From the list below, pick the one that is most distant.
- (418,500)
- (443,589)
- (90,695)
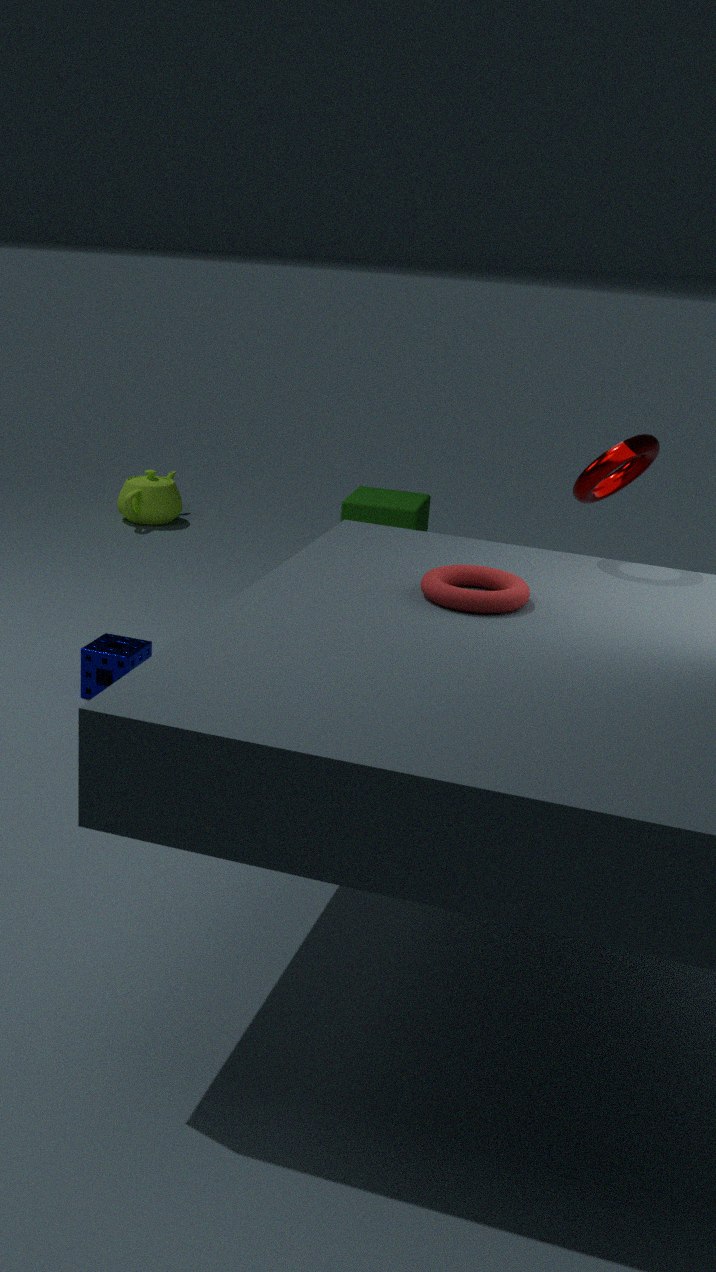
(418,500)
